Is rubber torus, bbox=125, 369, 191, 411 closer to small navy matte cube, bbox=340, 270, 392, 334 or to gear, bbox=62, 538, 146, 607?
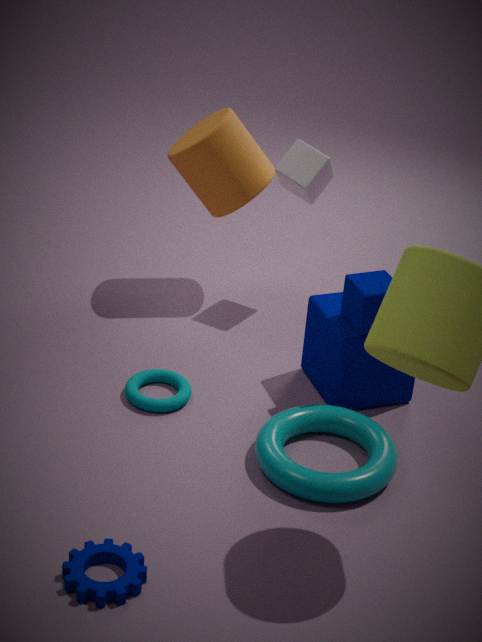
small navy matte cube, bbox=340, 270, 392, 334
